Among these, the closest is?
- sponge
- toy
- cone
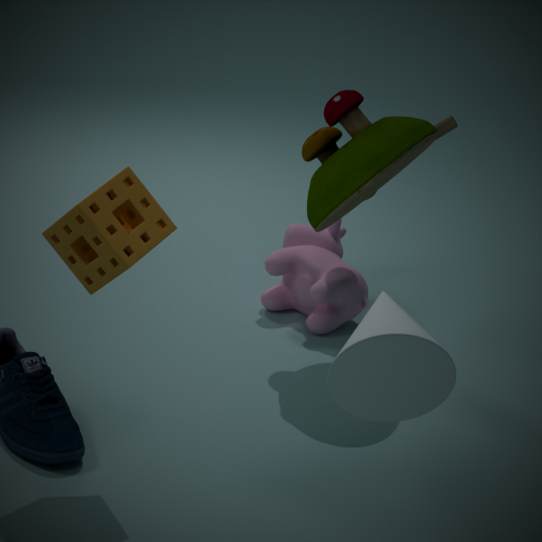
cone
